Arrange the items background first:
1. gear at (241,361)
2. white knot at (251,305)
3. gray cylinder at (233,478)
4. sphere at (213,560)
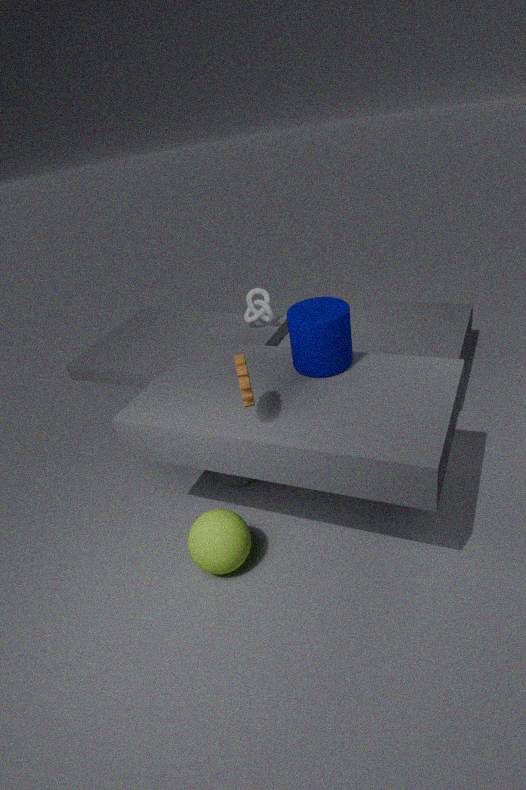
white knot at (251,305) → gray cylinder at (233,478) → sphere at (213,560) → gear at (241,361)
